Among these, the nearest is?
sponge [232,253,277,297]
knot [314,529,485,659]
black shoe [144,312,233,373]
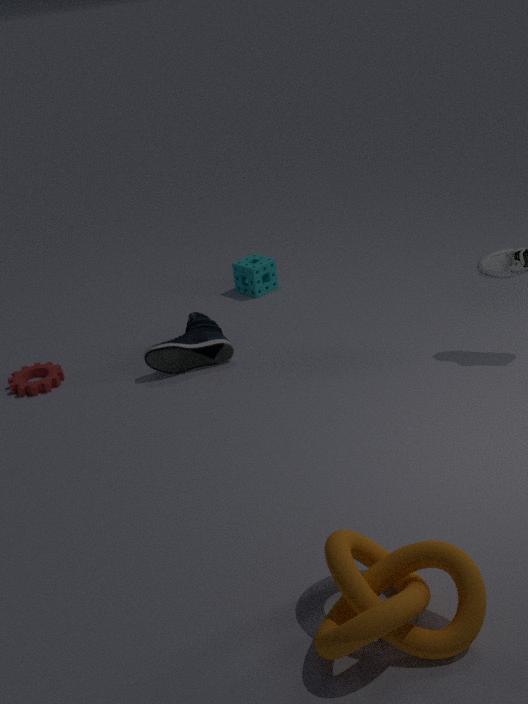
knot [314,529,485,659]
